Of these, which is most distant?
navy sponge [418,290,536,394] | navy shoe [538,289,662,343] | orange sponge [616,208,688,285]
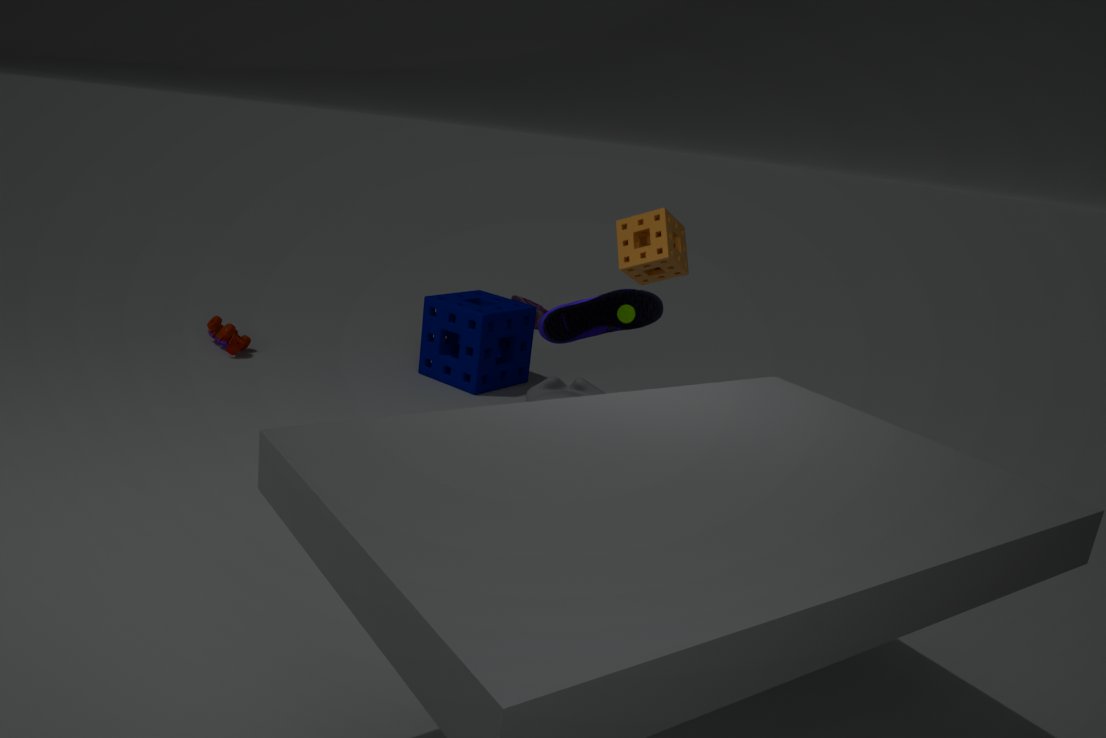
navy sponge [418,290,536,394]
